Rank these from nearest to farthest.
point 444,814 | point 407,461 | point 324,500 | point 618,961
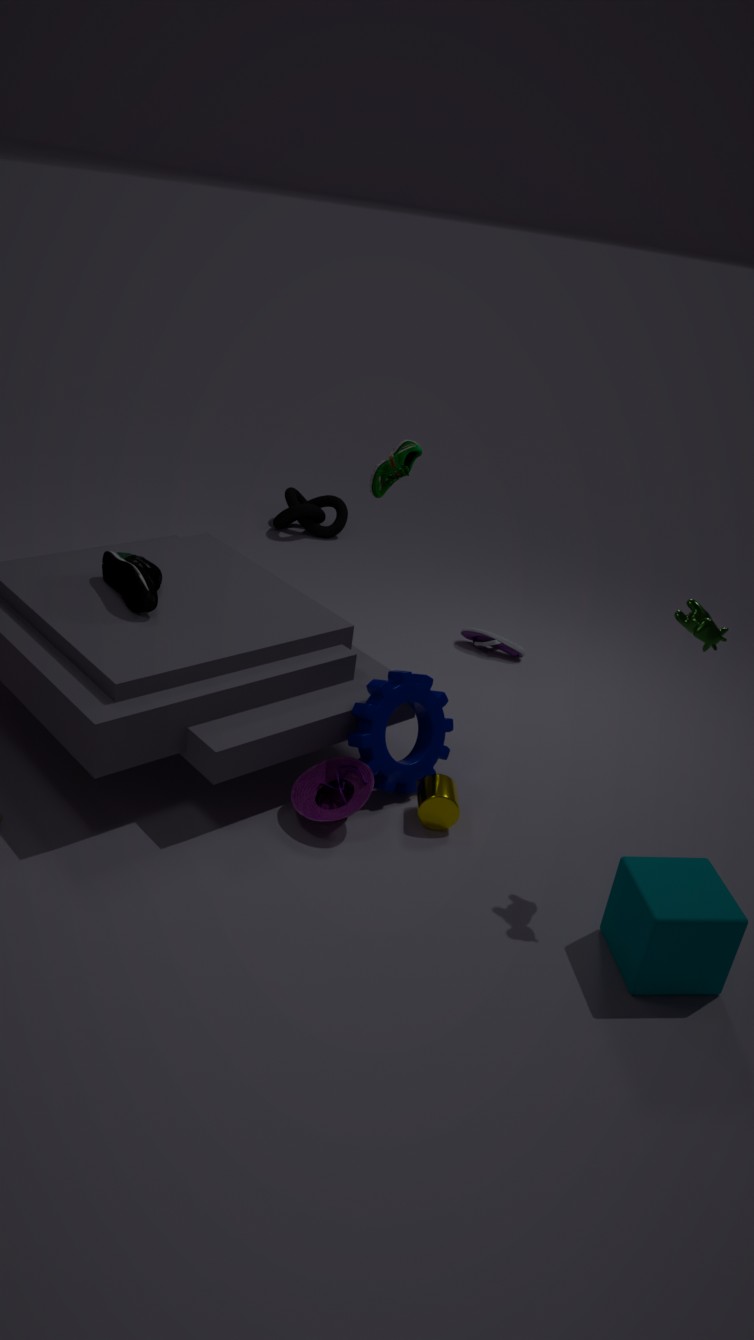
1. point 618,961
2. point 444,814
3. point 407,461
4. point 324,500
